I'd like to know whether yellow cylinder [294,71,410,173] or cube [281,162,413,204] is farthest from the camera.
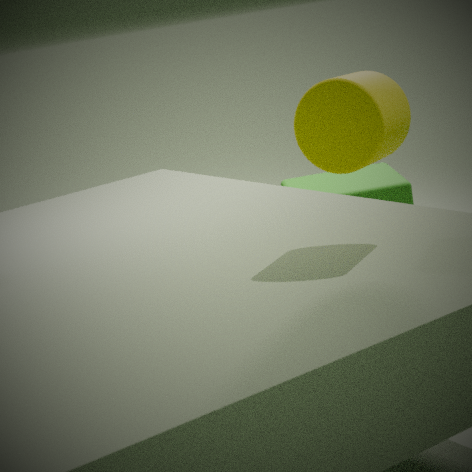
cube [281,162,413,204]
